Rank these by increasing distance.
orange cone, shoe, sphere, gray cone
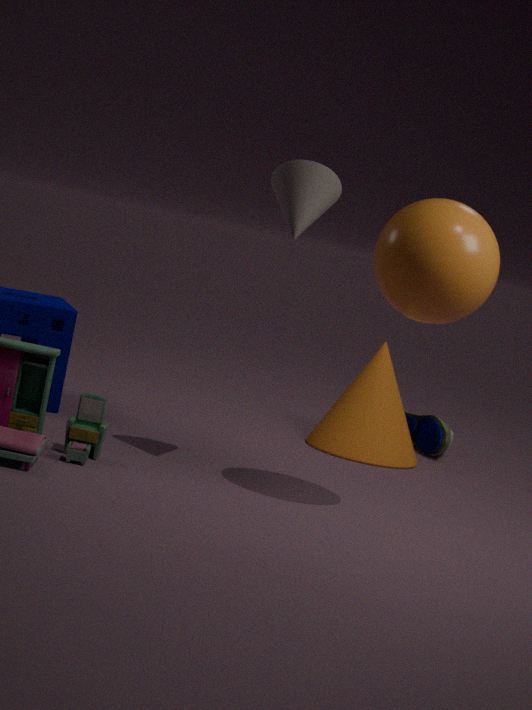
1. sphere
2. gray cone
3. orange cone
4. shoe
